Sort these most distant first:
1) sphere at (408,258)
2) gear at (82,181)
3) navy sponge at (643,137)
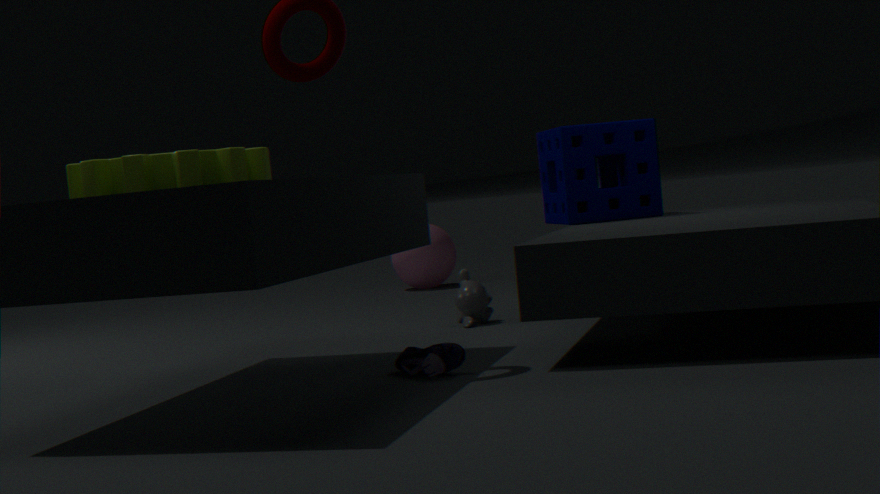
1. sphere at (408,258), 3. navy sponge at (643,137), 2. gear at (82,181)
